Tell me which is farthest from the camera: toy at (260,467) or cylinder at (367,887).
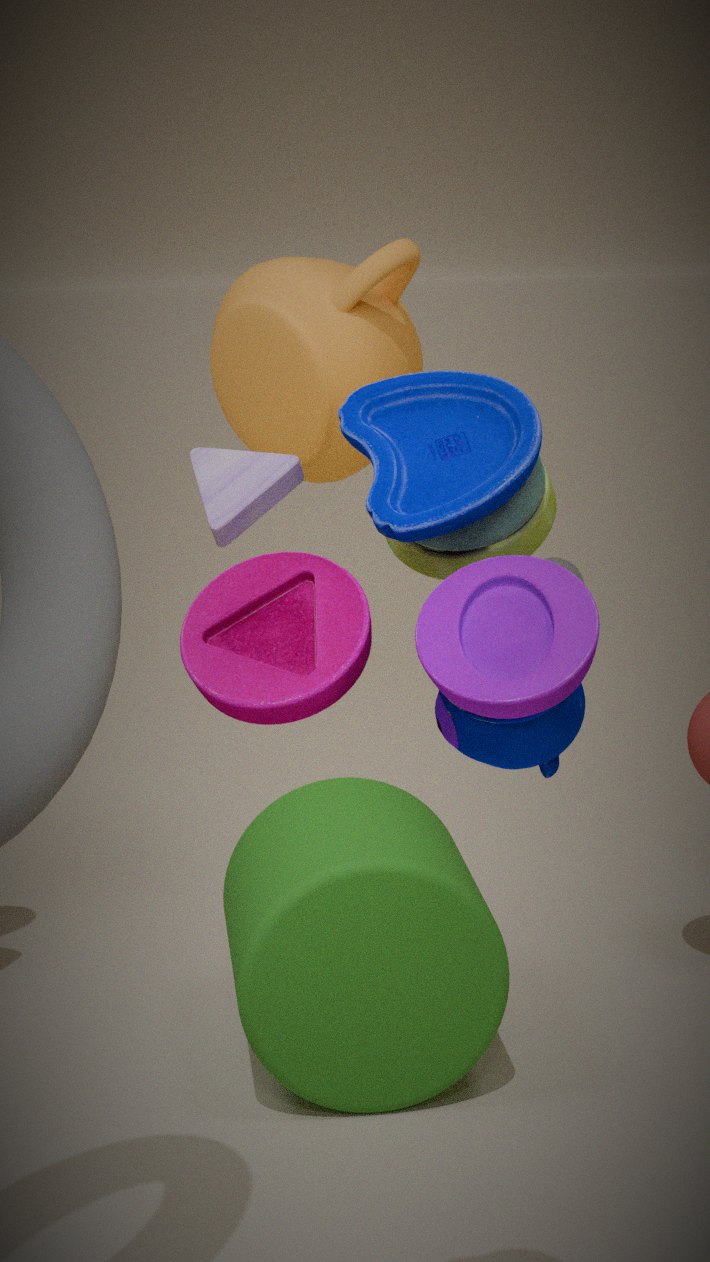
cylinder at (367,887)
